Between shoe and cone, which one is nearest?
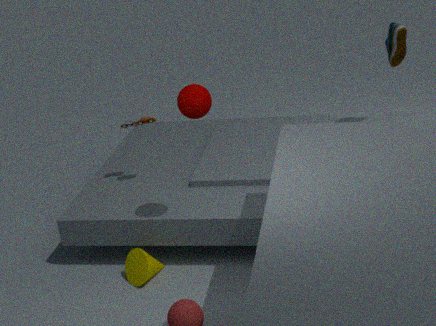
cone
